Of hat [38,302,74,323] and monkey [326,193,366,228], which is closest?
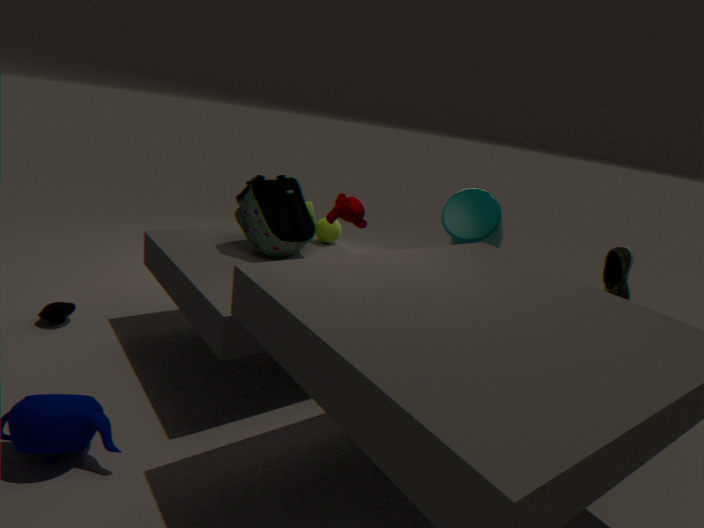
monkey [326,193,366,228]
